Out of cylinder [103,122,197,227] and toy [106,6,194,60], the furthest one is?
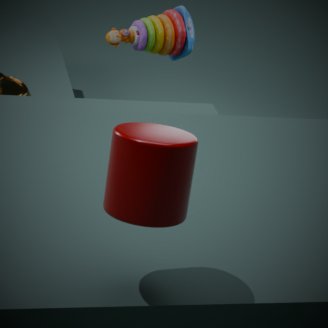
toy [106,6,194,60]
